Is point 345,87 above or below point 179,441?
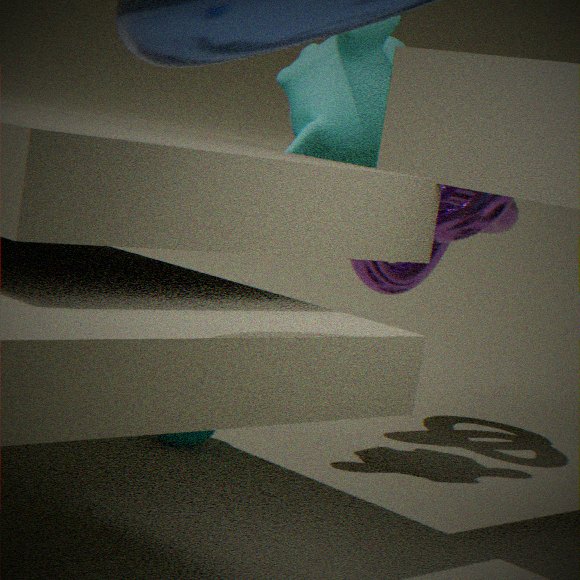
above
